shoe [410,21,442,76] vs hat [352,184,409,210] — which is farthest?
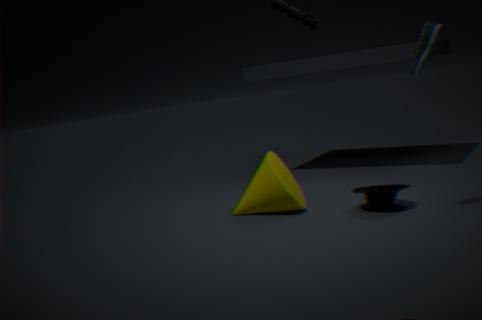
hat [352,184,409,210]
